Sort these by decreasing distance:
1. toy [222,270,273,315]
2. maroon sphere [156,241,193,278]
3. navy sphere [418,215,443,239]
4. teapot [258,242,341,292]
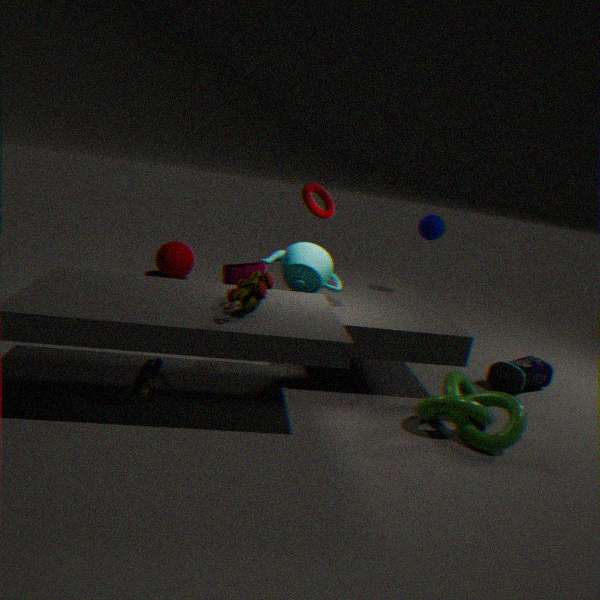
maroon sphere [156,241,193,278] → navy sphere [418,215,443,239] → teapot [258,242,341,292] → toy [222,270,273,315]
